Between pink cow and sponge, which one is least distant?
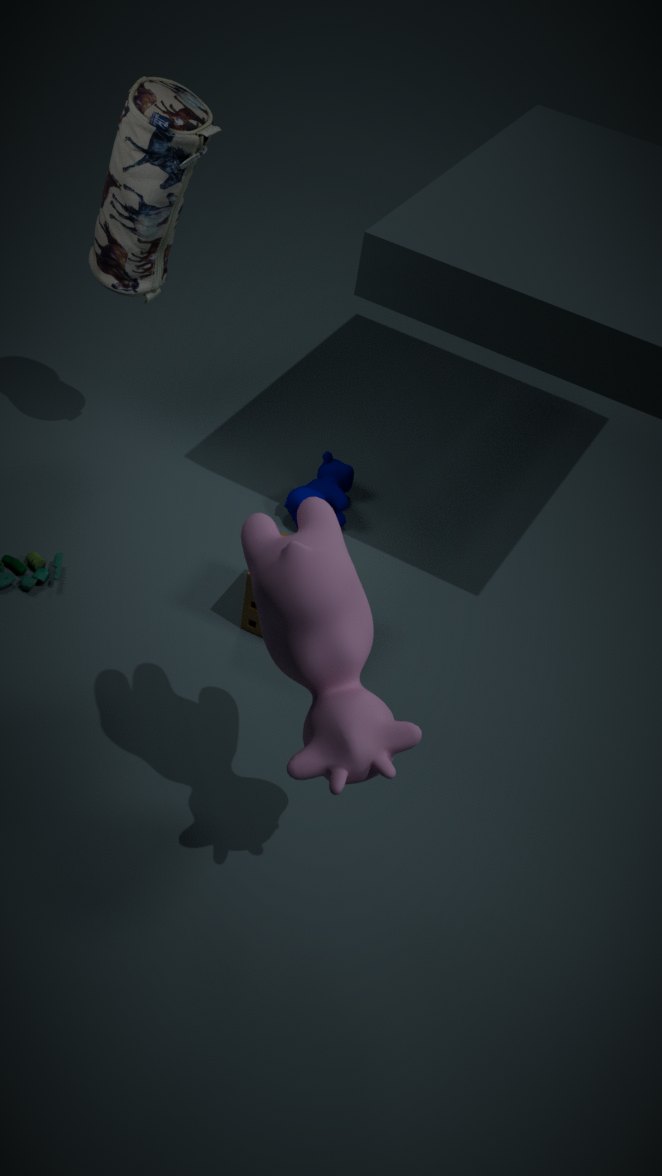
pink cow
